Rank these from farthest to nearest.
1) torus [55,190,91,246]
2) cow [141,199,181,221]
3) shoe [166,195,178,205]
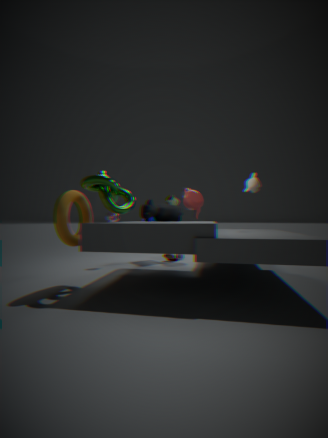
3. shoe [166,195,178,205] < 2. cow [141,199,181,221] < 1. torus [55,190,91,246]
